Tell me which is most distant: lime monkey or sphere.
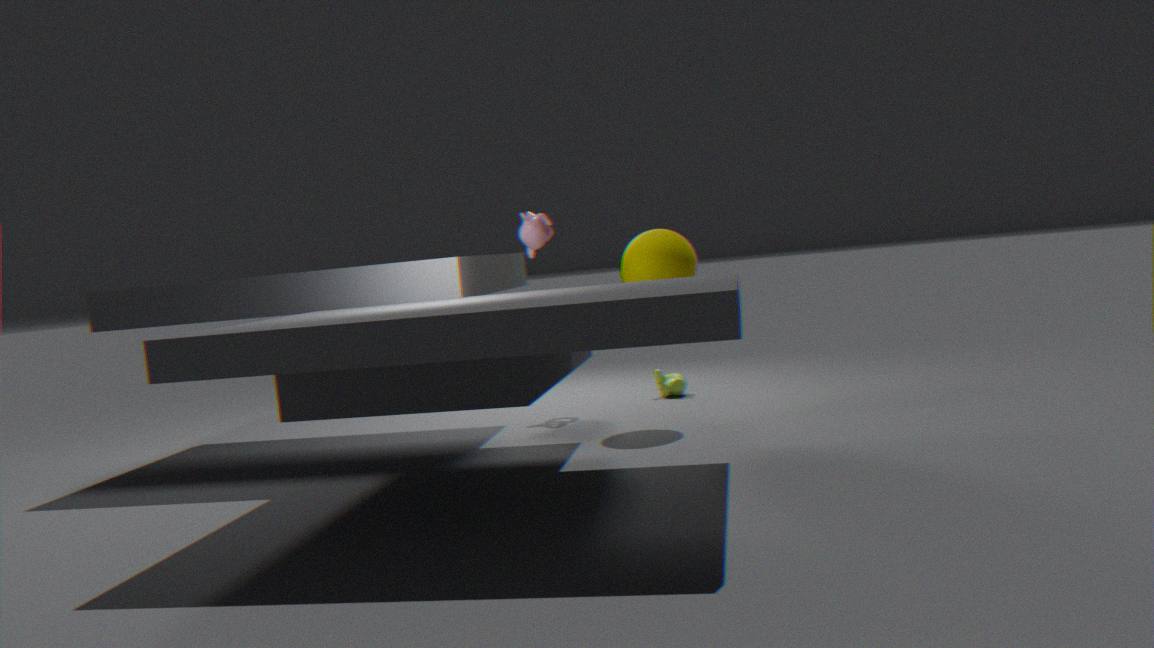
lime monkey
